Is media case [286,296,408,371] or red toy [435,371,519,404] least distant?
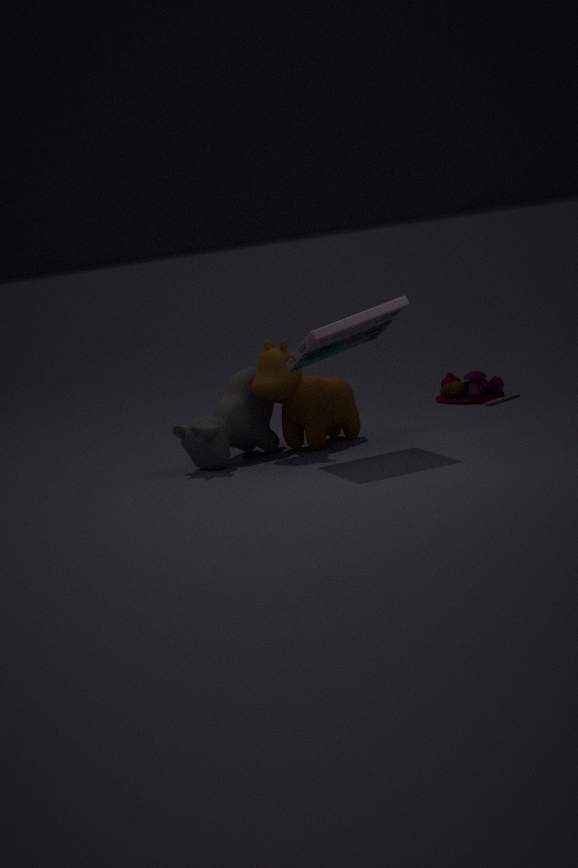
media case [286,296,408,371]
